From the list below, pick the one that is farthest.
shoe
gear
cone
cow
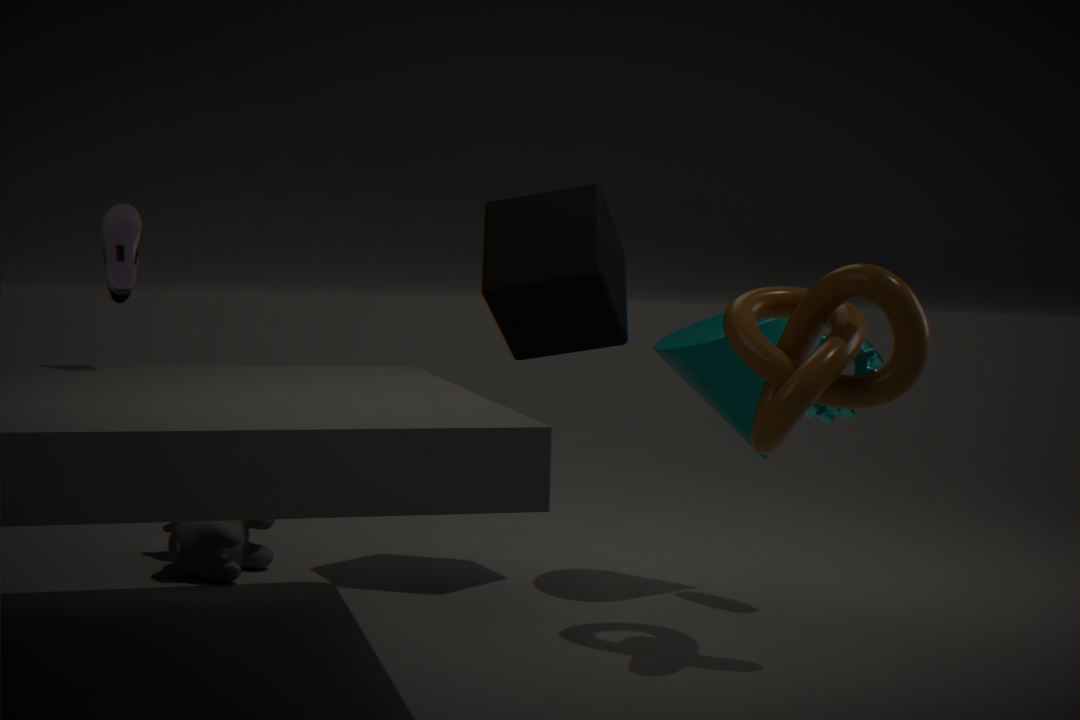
cow
